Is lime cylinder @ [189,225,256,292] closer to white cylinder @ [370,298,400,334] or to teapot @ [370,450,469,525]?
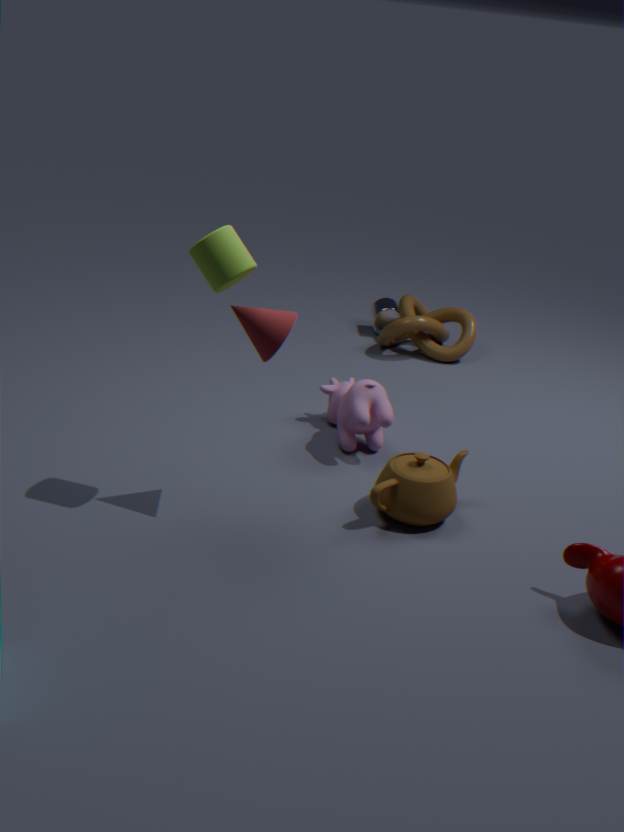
teapot @ [370,450,469,525]
